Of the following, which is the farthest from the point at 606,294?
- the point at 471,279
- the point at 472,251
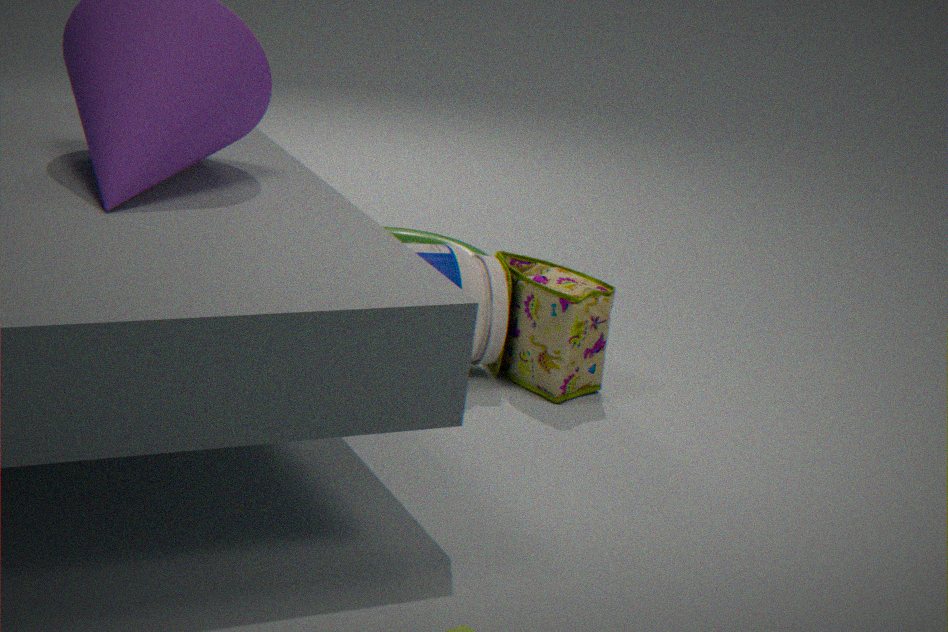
the point at 472,251
